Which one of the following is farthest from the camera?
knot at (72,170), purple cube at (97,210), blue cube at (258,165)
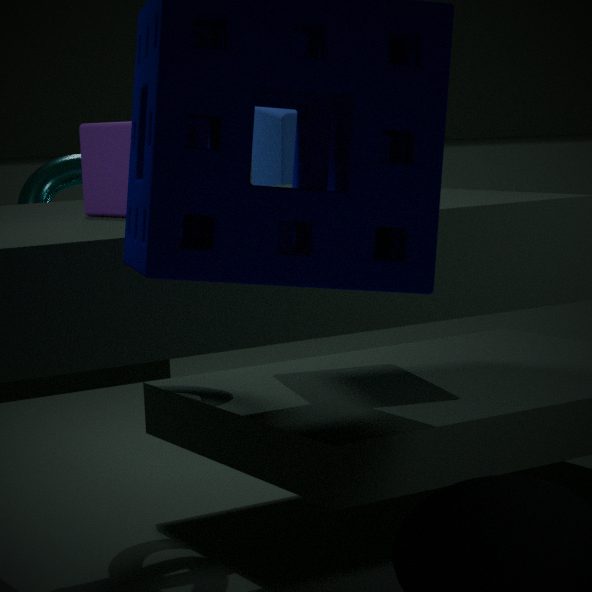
blue cube at (258,165)
